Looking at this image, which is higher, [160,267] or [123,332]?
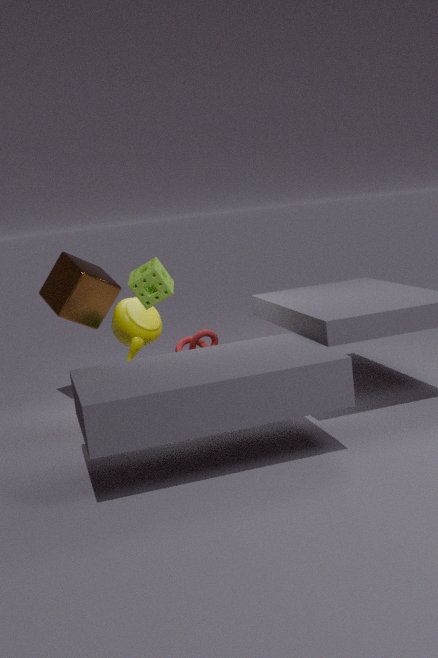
[160,267]
